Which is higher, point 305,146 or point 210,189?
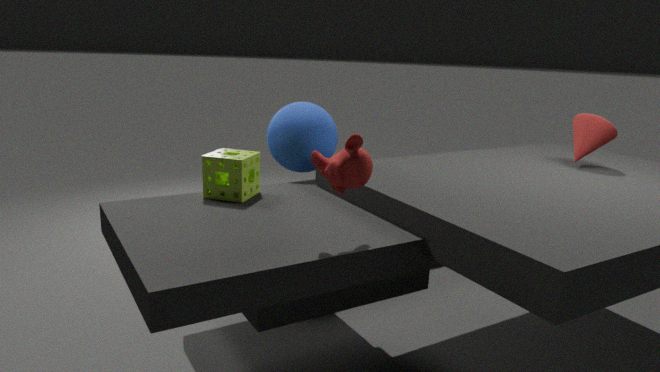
point 305,146
